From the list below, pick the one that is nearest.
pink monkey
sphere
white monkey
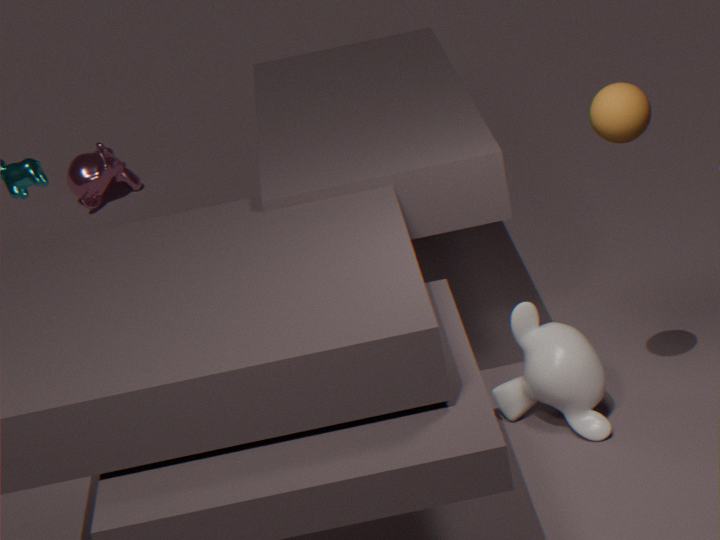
sphere
